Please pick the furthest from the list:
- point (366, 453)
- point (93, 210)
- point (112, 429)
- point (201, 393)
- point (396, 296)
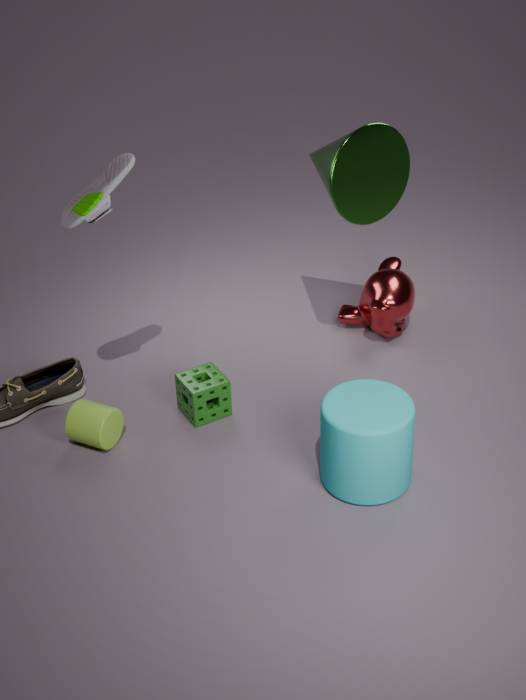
point (396, 296)
